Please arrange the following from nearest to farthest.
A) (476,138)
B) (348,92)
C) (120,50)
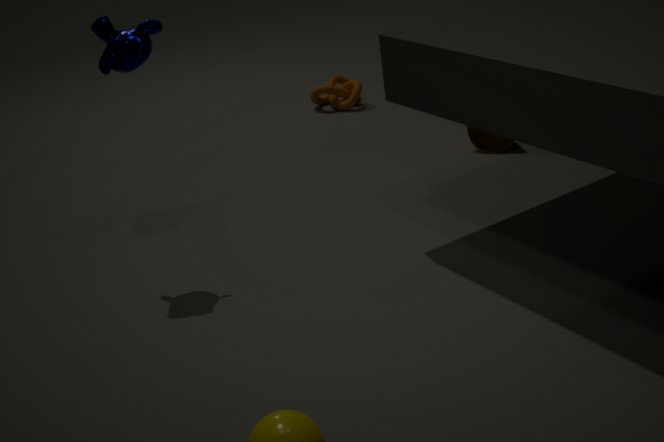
(120,50) < (476,138) < (348,92)
